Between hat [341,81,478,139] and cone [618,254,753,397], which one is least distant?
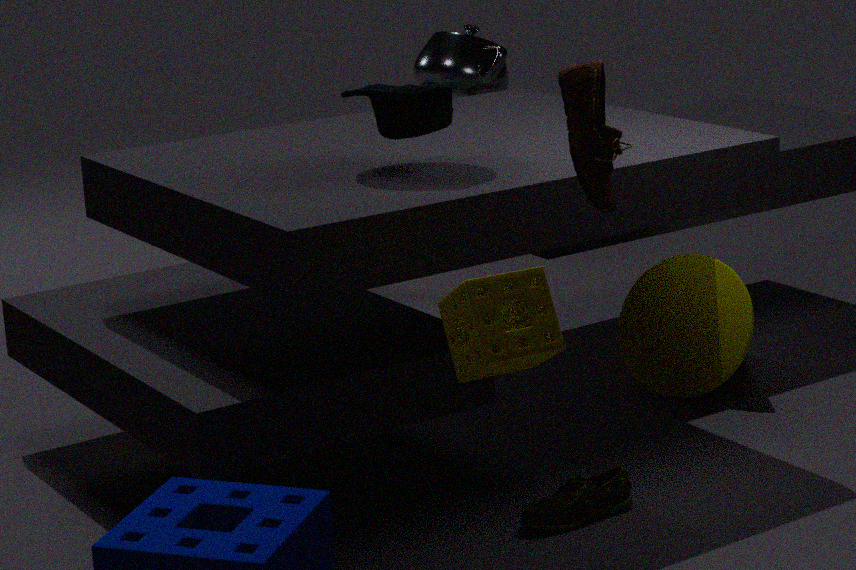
hat [341,81,478,139]
